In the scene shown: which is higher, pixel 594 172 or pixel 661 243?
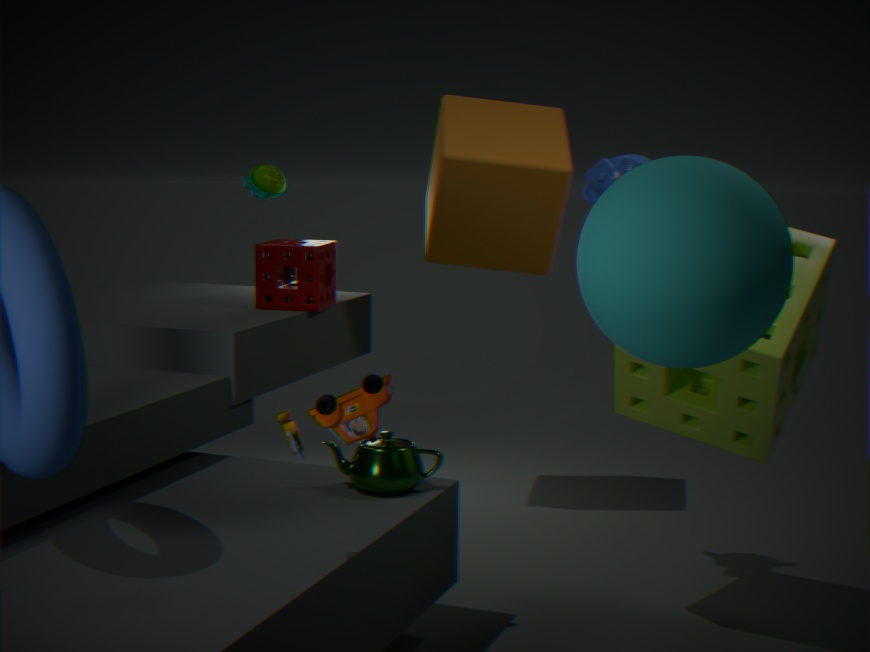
pixel 594 172
